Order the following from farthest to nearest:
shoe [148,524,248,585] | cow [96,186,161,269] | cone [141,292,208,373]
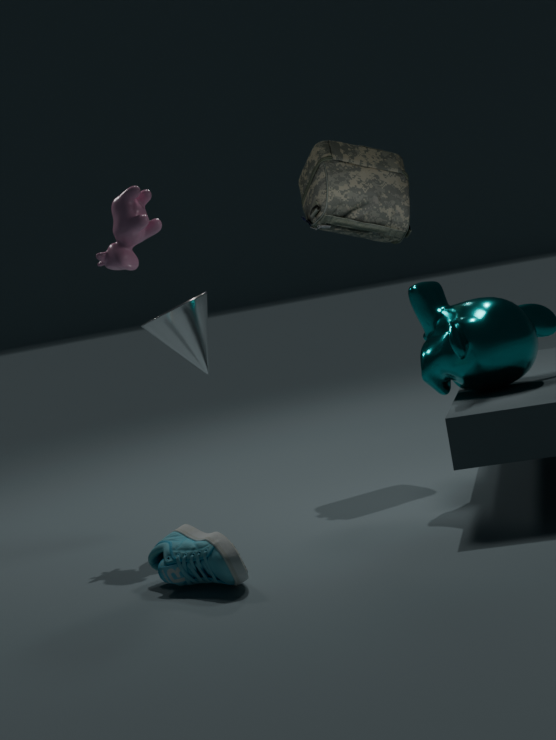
cow [96,186,161,269], cone [141,292,208,373], shoe [148,524,248,585]
